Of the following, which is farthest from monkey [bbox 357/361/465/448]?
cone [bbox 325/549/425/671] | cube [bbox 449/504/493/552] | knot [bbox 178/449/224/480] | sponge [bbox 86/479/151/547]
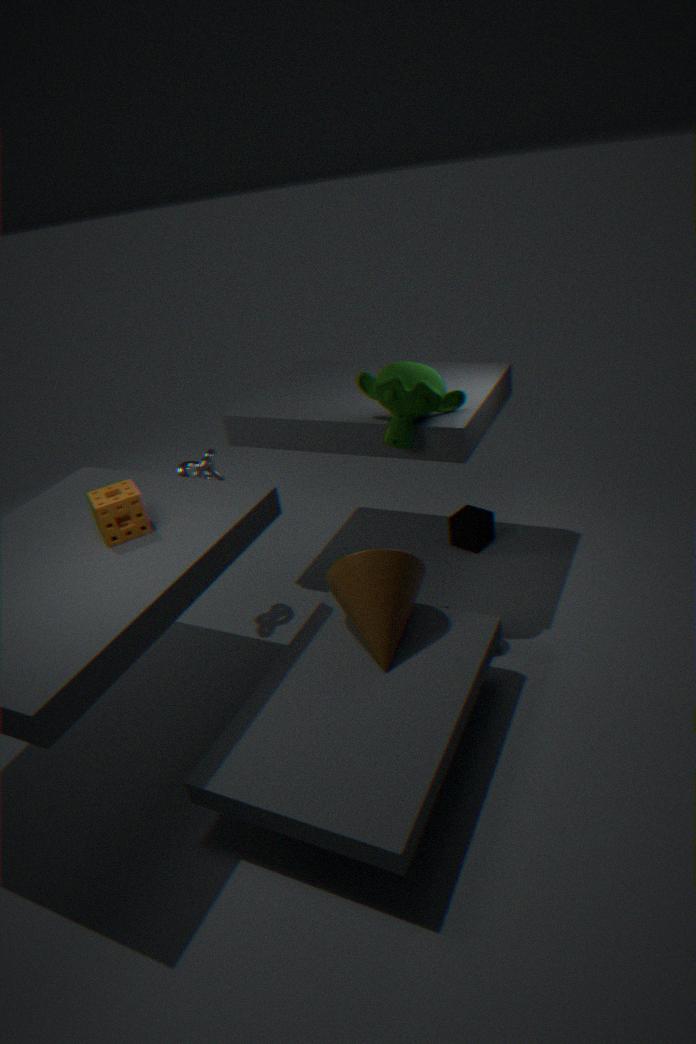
sponge [bbox 86/479/151/547]
